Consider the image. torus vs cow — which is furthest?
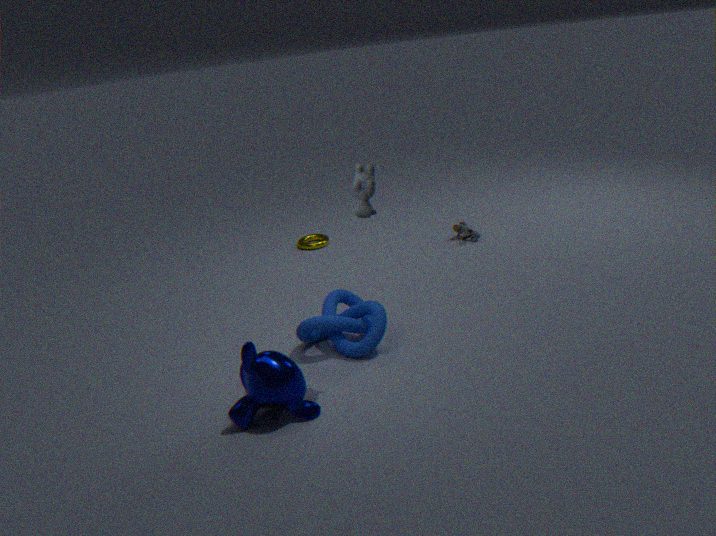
torus
